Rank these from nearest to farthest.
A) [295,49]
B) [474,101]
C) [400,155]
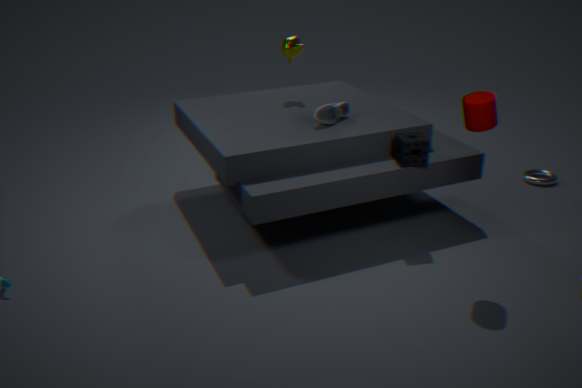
1. B. [474,101]
2. C. [400,155]
3. A. [295,49]
